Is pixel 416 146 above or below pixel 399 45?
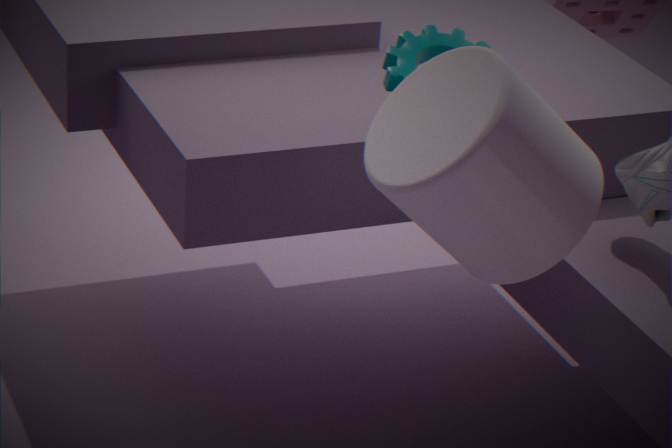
below
